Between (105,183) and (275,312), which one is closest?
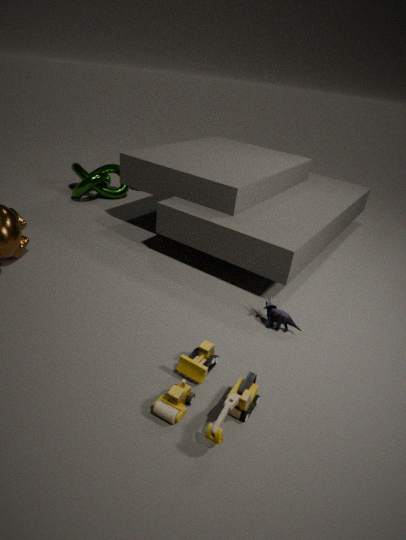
(275,312)
